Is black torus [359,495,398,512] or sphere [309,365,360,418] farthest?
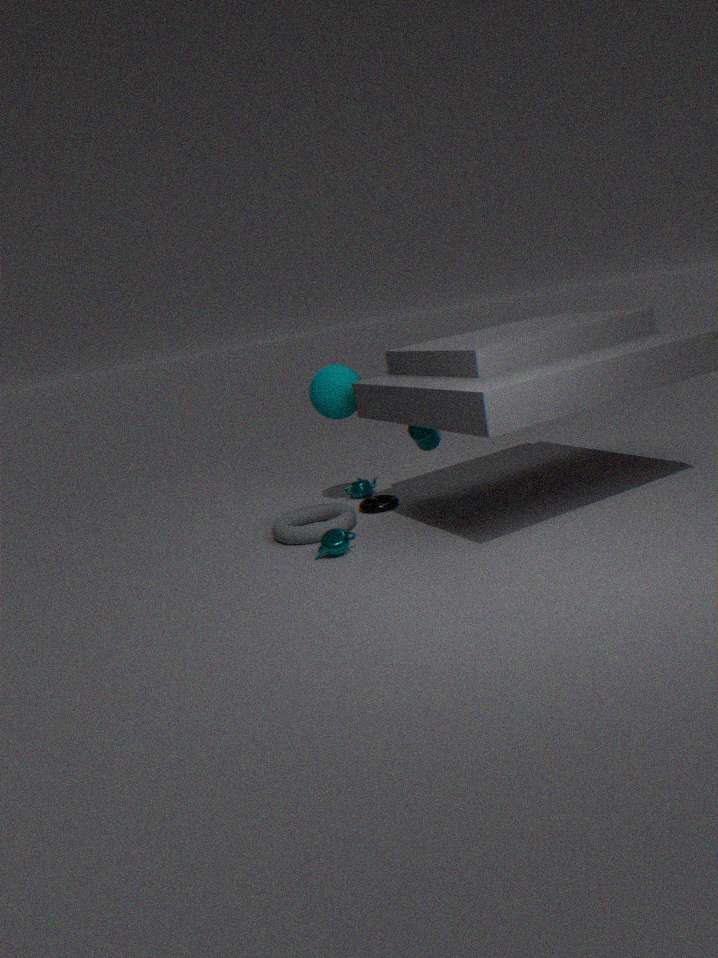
black torus [359,495,398,512]
